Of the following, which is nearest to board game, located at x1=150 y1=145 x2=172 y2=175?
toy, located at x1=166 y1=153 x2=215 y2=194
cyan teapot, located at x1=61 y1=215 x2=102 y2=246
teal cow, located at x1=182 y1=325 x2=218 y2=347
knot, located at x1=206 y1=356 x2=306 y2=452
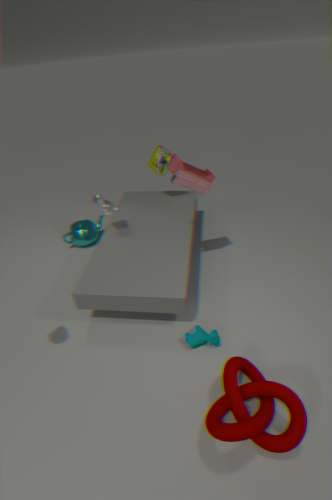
toy, located at x1=166 y1=153 x2=215 y2=194
